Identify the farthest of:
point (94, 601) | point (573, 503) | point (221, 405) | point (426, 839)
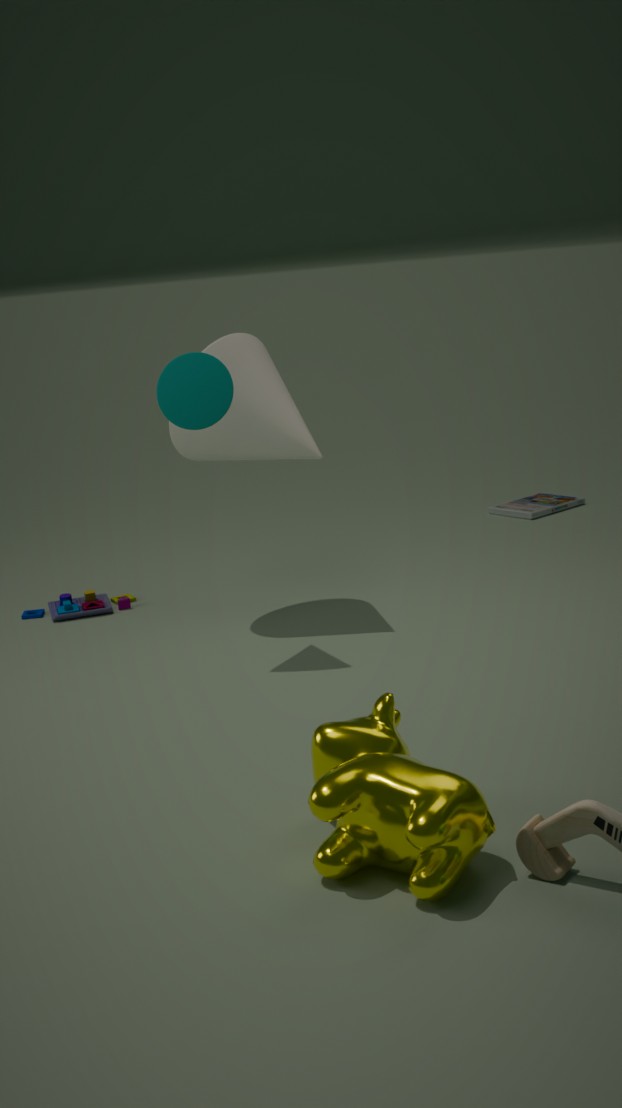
point (573, 503)
